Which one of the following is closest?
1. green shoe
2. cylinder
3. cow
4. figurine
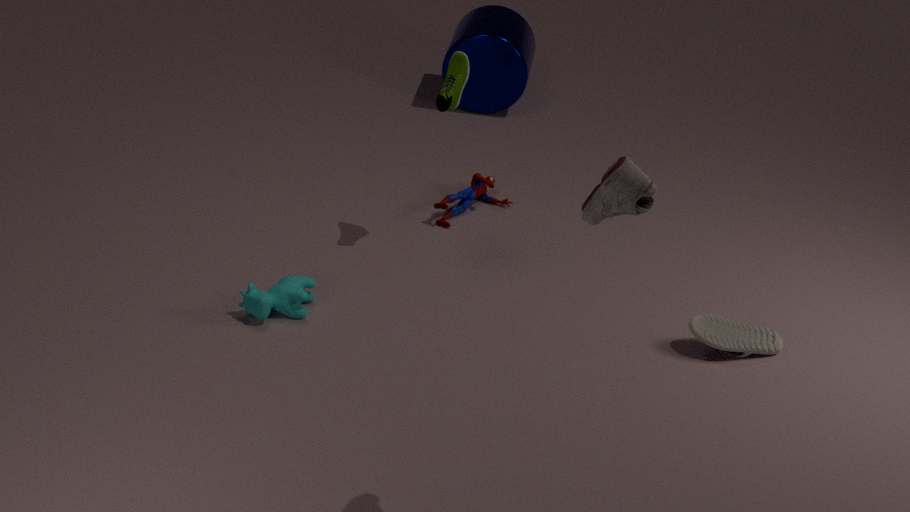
cow
